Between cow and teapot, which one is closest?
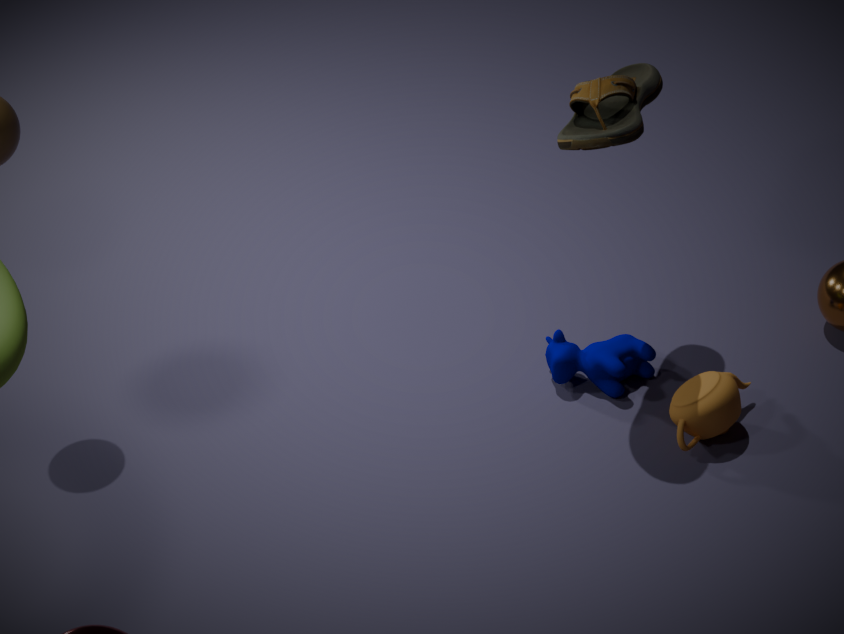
teapot
